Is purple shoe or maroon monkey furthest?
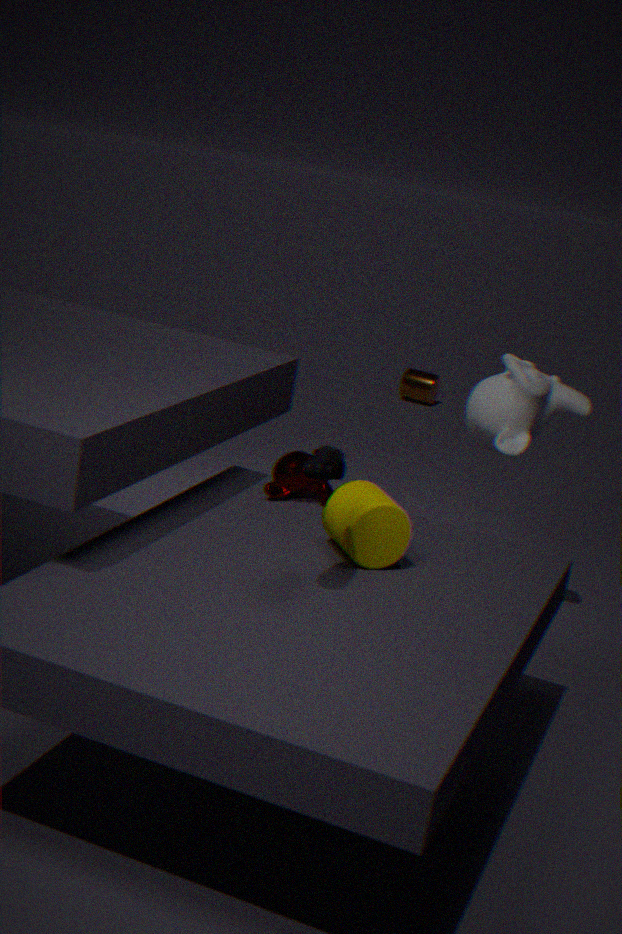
maroon monkey
